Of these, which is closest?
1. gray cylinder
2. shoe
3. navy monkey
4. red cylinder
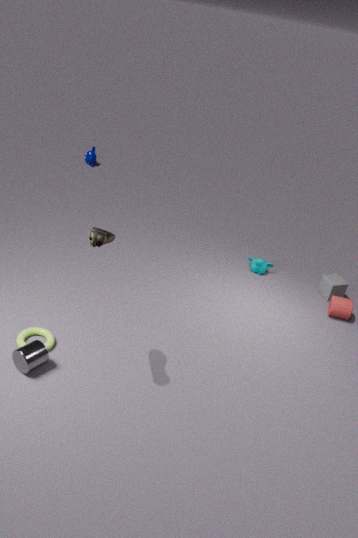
shoe
